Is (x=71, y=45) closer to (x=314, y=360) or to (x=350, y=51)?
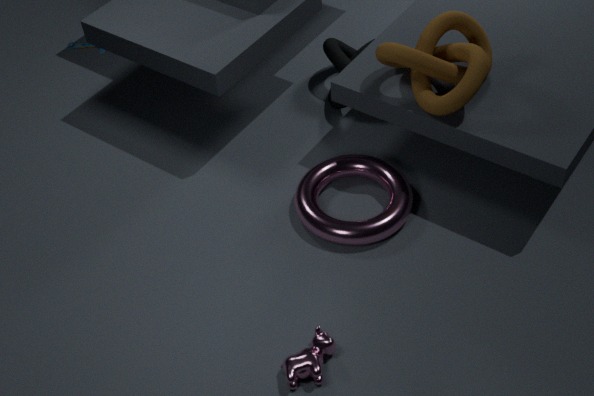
(x=350, y=51)
